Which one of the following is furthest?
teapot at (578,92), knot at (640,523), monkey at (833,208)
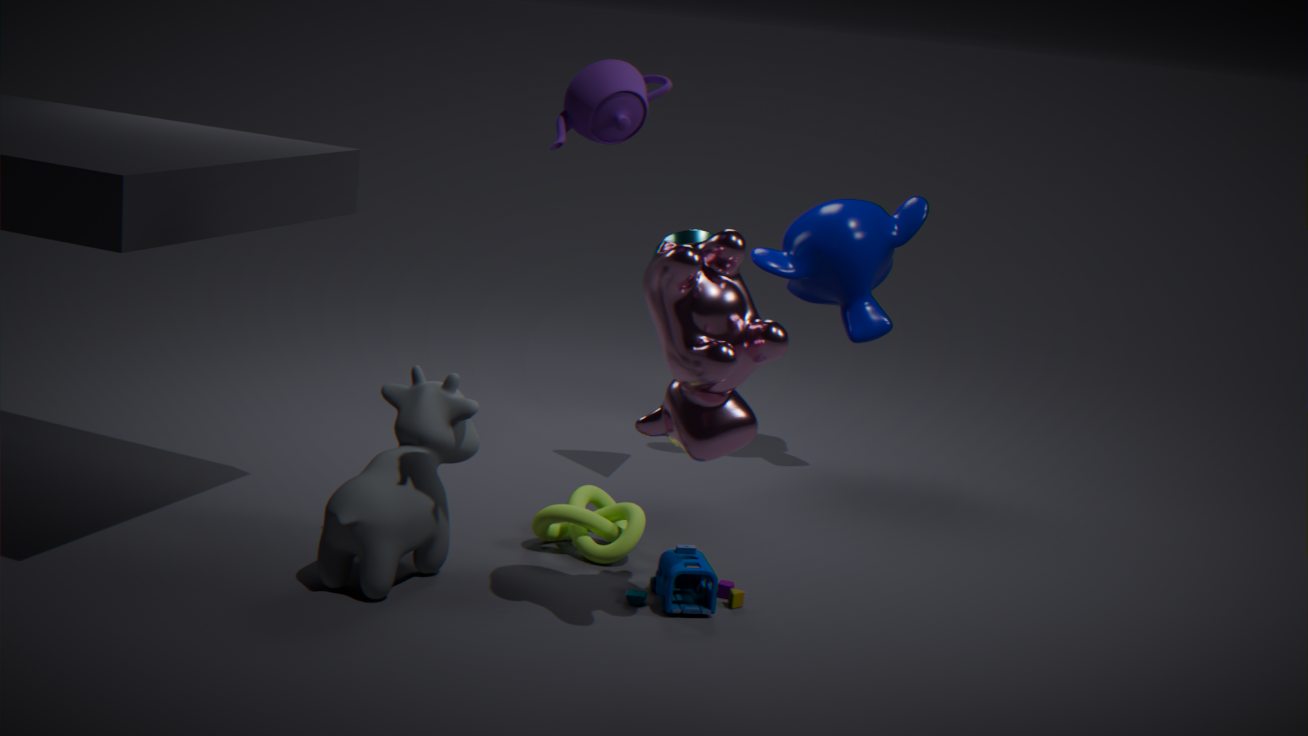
monkey at (833,208)
